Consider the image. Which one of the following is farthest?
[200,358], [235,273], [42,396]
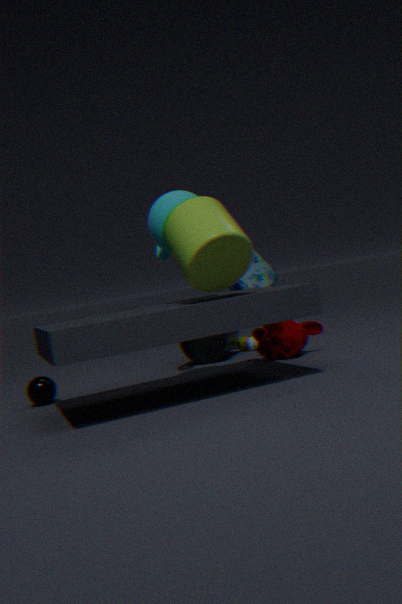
[200,358]
